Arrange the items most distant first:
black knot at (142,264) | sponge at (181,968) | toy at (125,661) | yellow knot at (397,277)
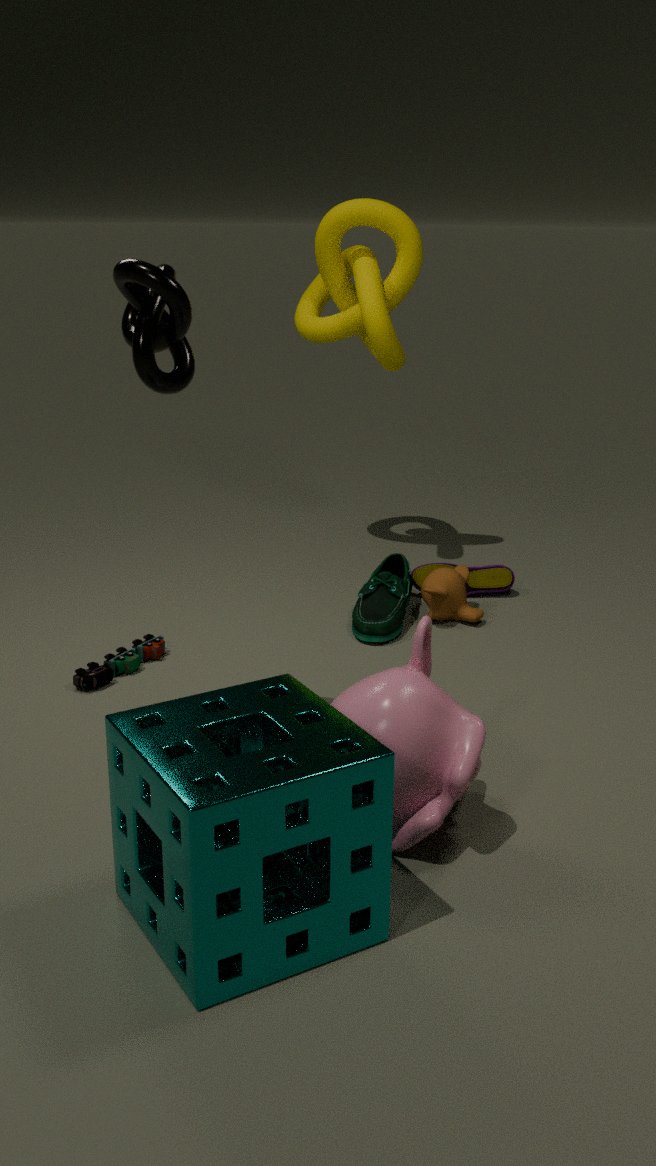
1. yellow knot at (397,277)
2. toy at (125,661)
3. black knot at (142,264)
4. sponge at (181,968)
